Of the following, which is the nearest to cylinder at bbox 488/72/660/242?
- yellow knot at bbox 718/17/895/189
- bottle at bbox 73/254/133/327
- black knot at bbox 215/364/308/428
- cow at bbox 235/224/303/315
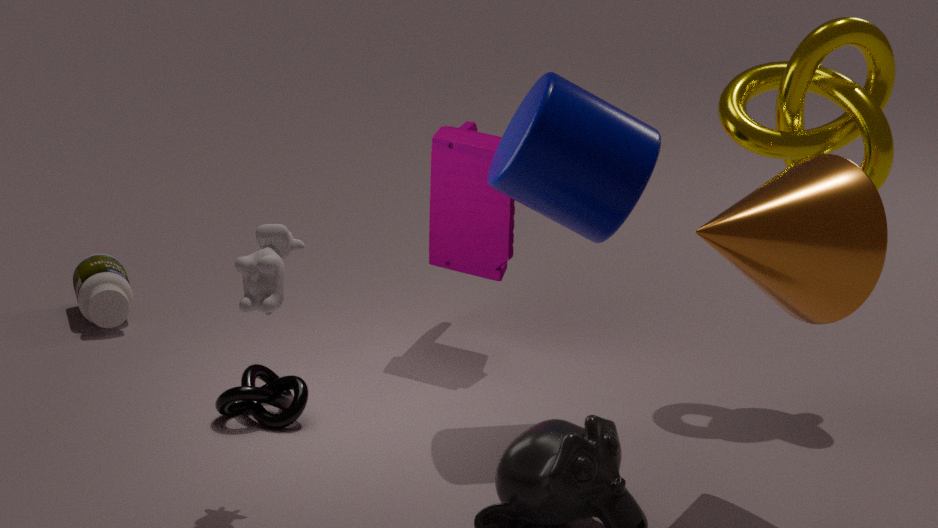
yellow knot at bbox 718/17/895/189
